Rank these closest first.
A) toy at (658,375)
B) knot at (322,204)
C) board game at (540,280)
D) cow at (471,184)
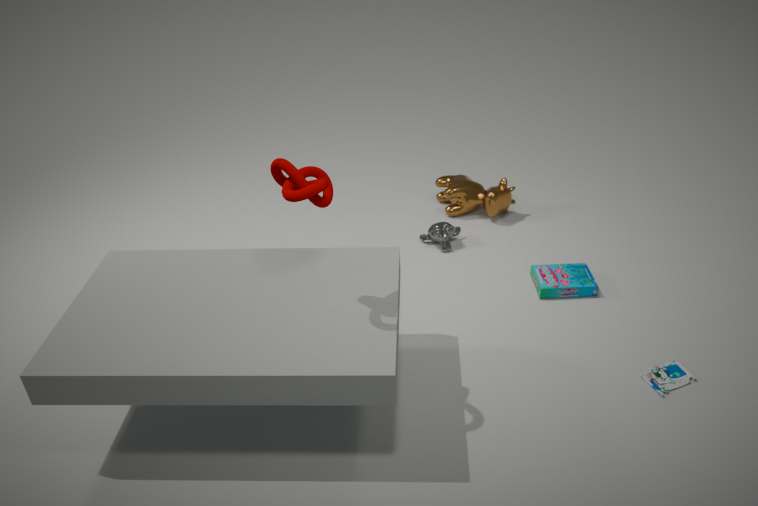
knot at (322,204) → toy at (658,375) → board game at (540,280) → cow at (471,184)
